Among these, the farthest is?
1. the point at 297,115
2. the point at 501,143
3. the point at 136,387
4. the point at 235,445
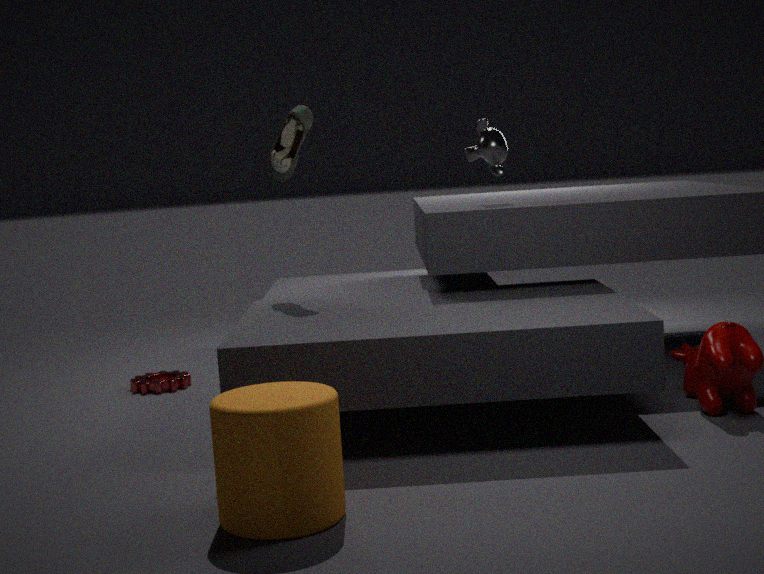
the point at 136,387
